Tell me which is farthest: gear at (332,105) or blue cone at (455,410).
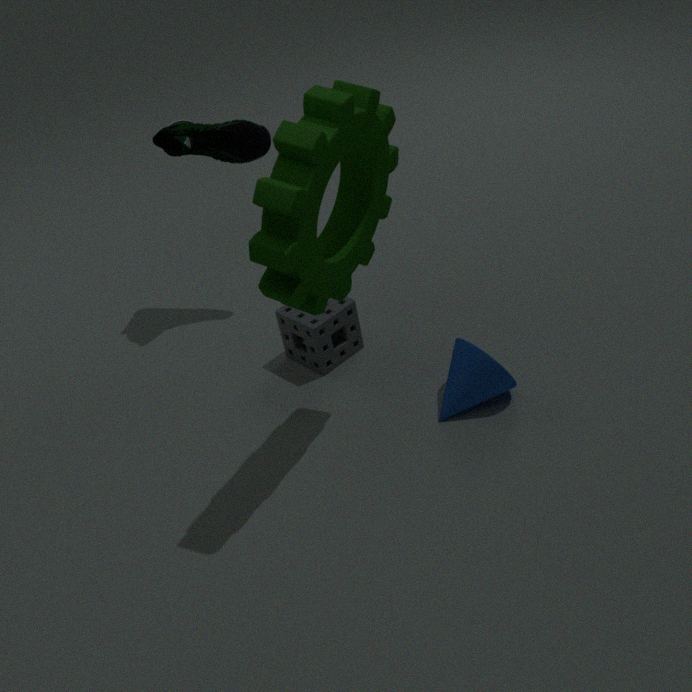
blue cone at (455,410)
